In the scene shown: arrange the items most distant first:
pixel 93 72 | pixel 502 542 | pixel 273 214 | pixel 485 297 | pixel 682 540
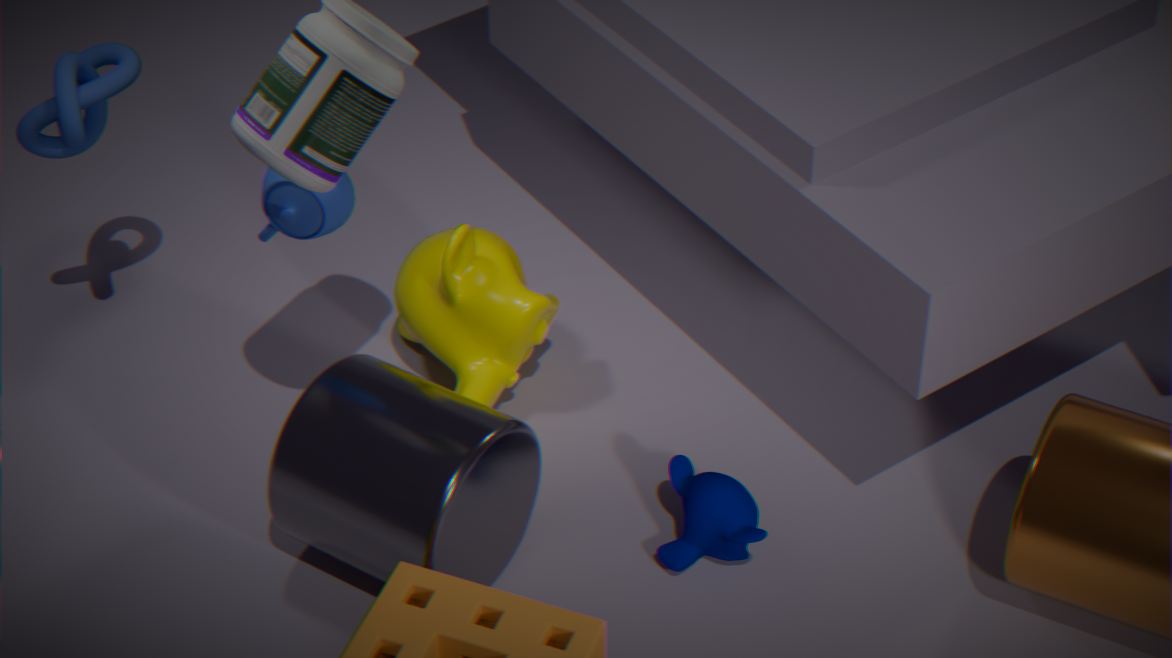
pixel 485 297, pixel 93 72, pixel 682 540, pixel 502 542, pixel 273 214
